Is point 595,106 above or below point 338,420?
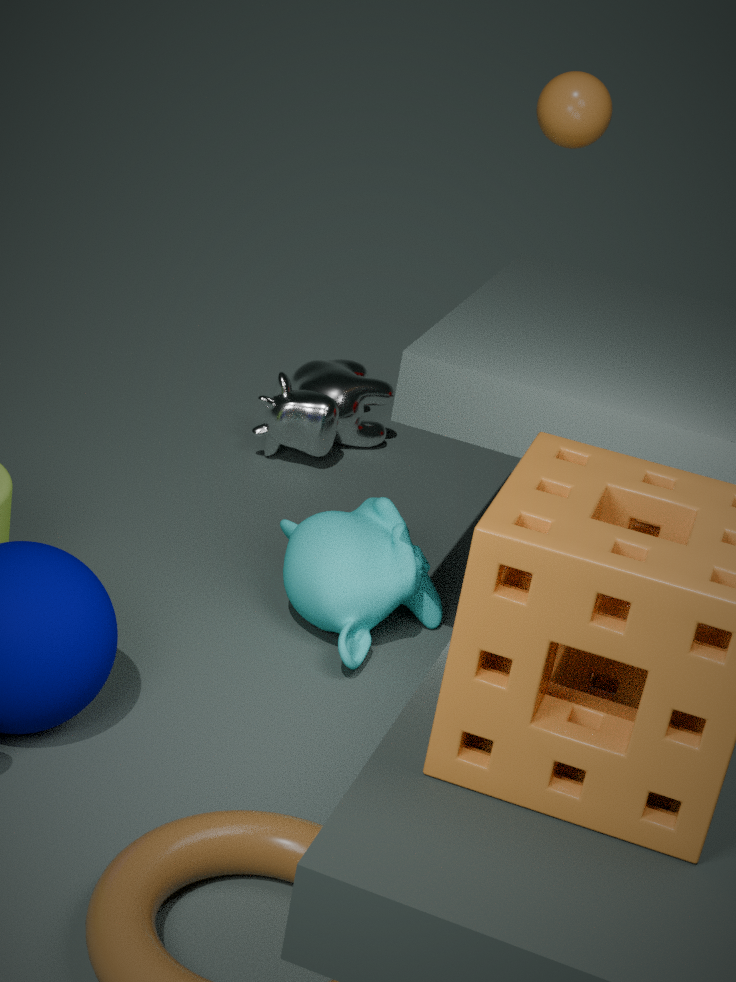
above
